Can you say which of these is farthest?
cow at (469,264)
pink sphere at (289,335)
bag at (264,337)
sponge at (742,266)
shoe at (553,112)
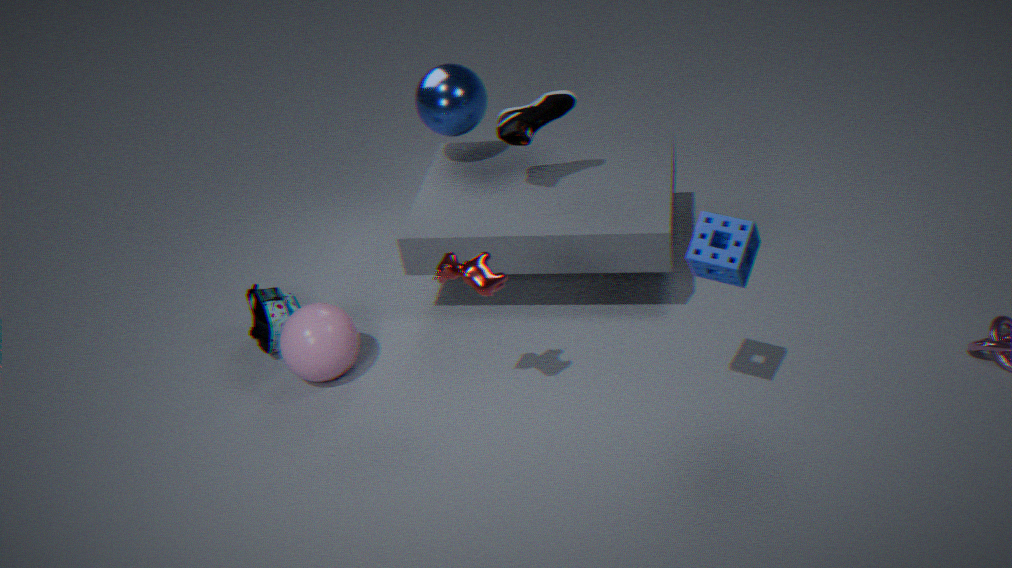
bag at (264,337)
